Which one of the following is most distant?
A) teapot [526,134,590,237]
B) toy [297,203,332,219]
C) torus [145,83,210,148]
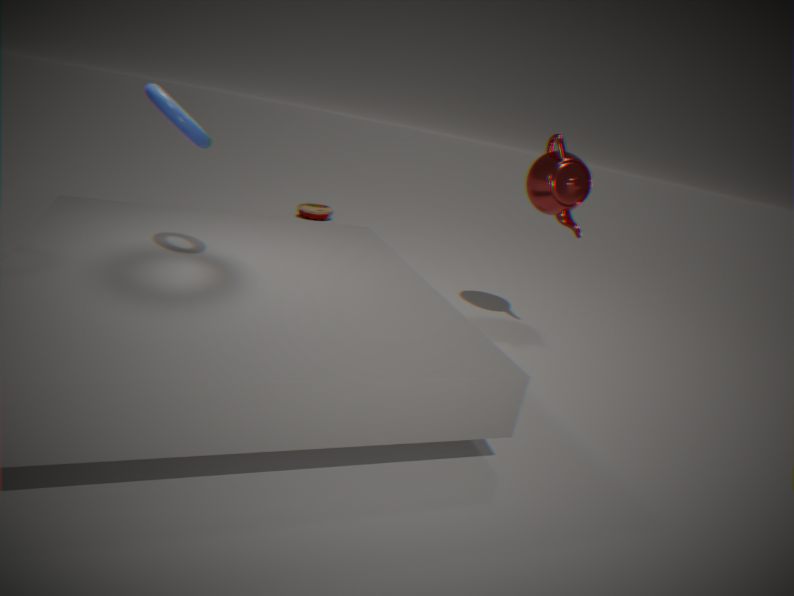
toy [297,203,332,219]
